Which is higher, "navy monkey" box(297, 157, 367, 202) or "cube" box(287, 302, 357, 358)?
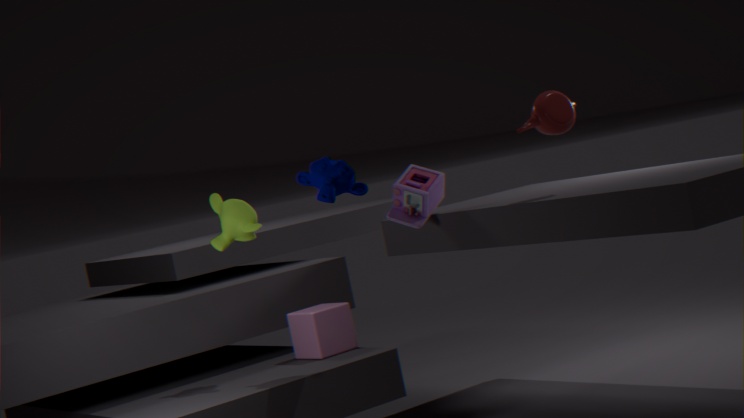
"navy monkey" box(297, 157, 367, 202)
